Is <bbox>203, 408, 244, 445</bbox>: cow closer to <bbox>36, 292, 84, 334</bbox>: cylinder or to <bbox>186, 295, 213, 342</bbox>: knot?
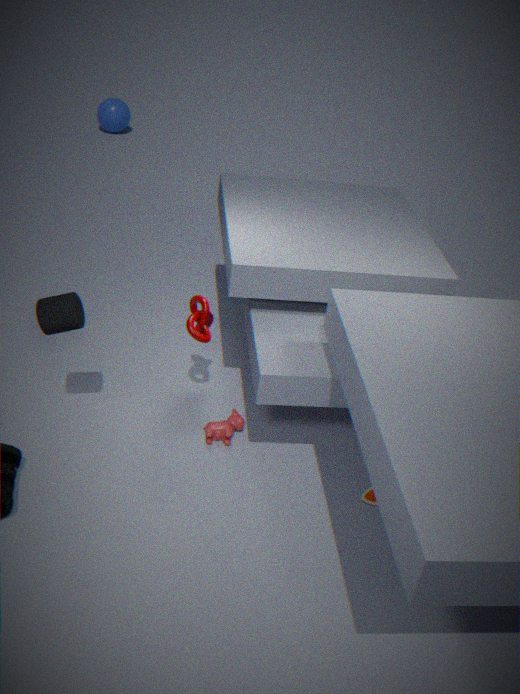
<bbox>186, 295, 213, 342</bbox>: knot
